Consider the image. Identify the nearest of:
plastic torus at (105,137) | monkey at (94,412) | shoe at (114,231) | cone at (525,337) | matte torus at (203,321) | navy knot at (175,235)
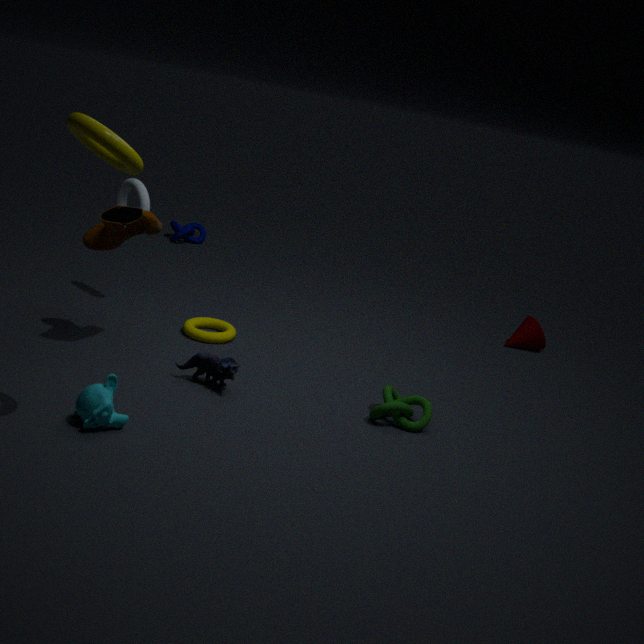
plastic torus at (105,137)
